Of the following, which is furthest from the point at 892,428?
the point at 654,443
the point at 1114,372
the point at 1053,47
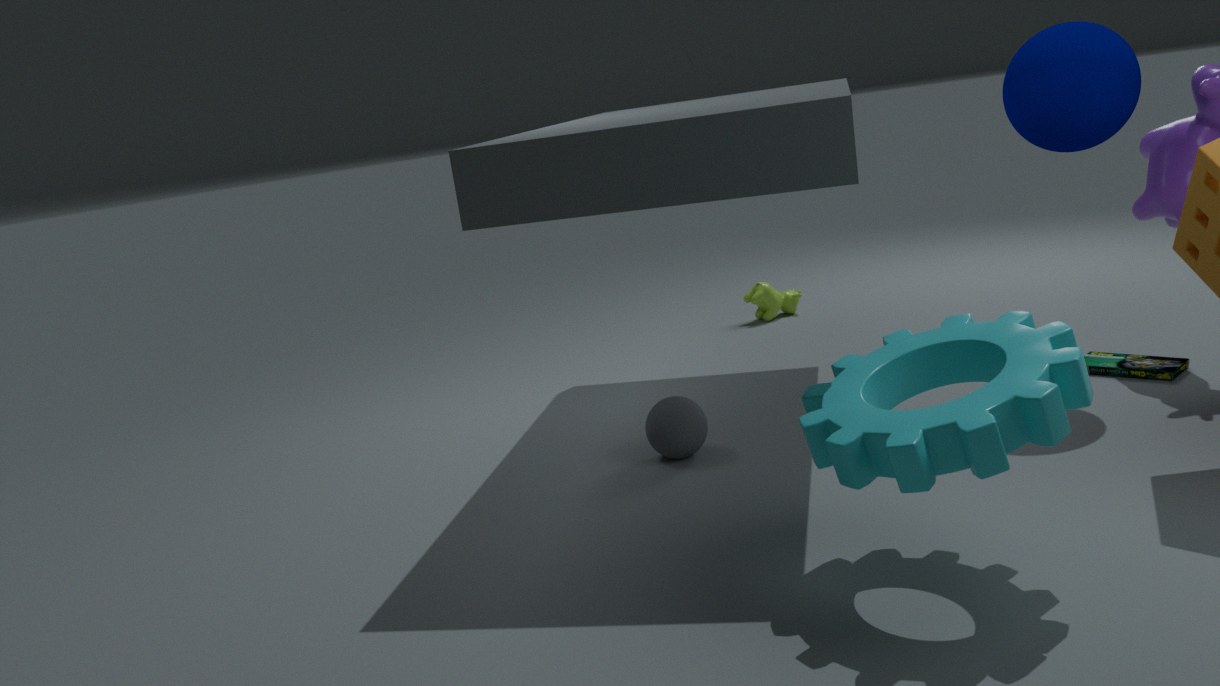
the point at 1114,372
